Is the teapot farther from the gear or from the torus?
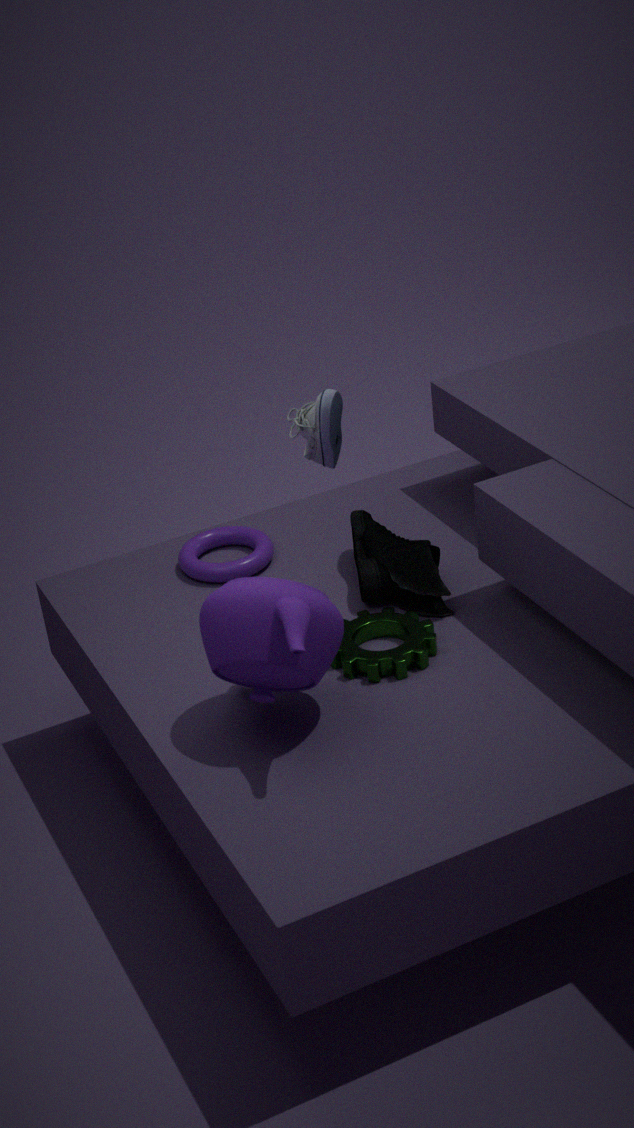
the torus
